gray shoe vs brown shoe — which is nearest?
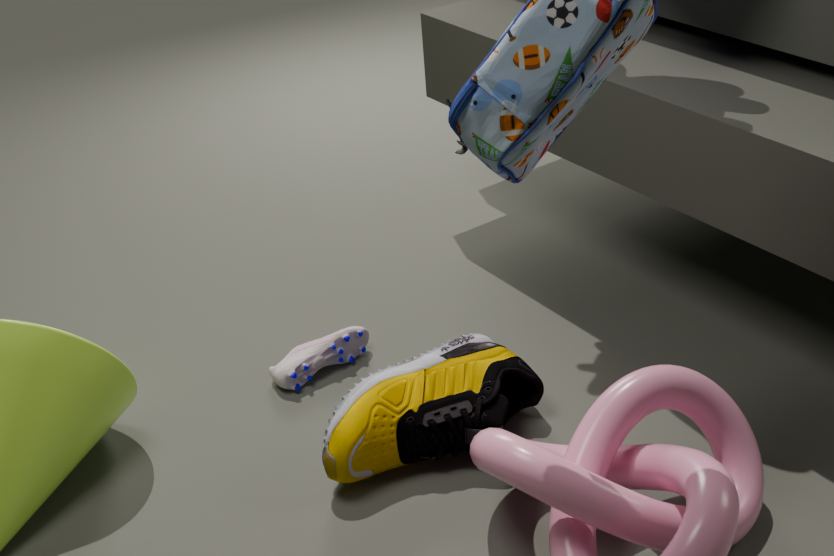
brown shoe
